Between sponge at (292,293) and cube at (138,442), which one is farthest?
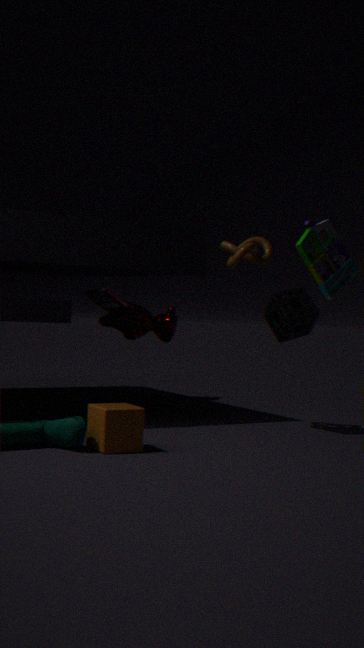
sponge at (292,293)
